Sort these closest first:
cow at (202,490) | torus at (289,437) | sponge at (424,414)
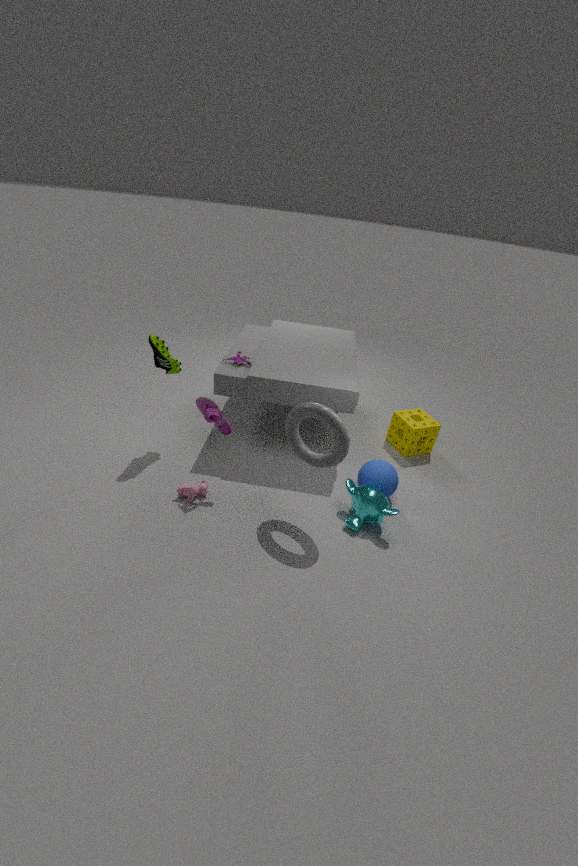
torus at (289,437) → cow at (202,490) → sponge at (424,414)
